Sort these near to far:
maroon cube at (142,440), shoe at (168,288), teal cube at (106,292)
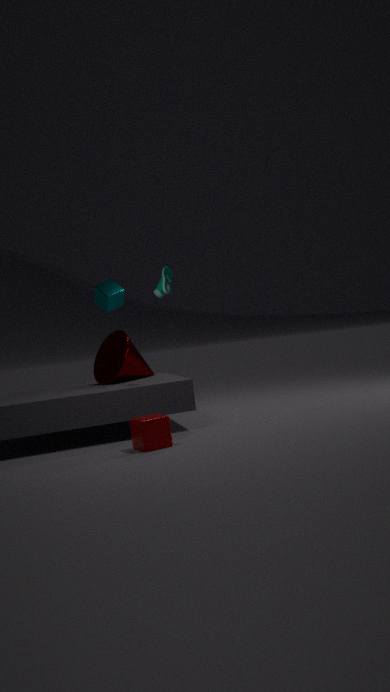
1. maroon cube at (142,440)
2. shoe at (168,288)
3. teal cube at (106,292)
